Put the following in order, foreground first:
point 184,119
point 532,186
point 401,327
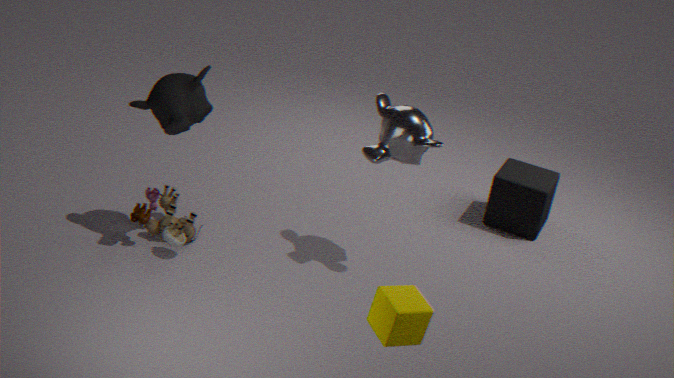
point 401,327 → point 184,119 → point 532,186
